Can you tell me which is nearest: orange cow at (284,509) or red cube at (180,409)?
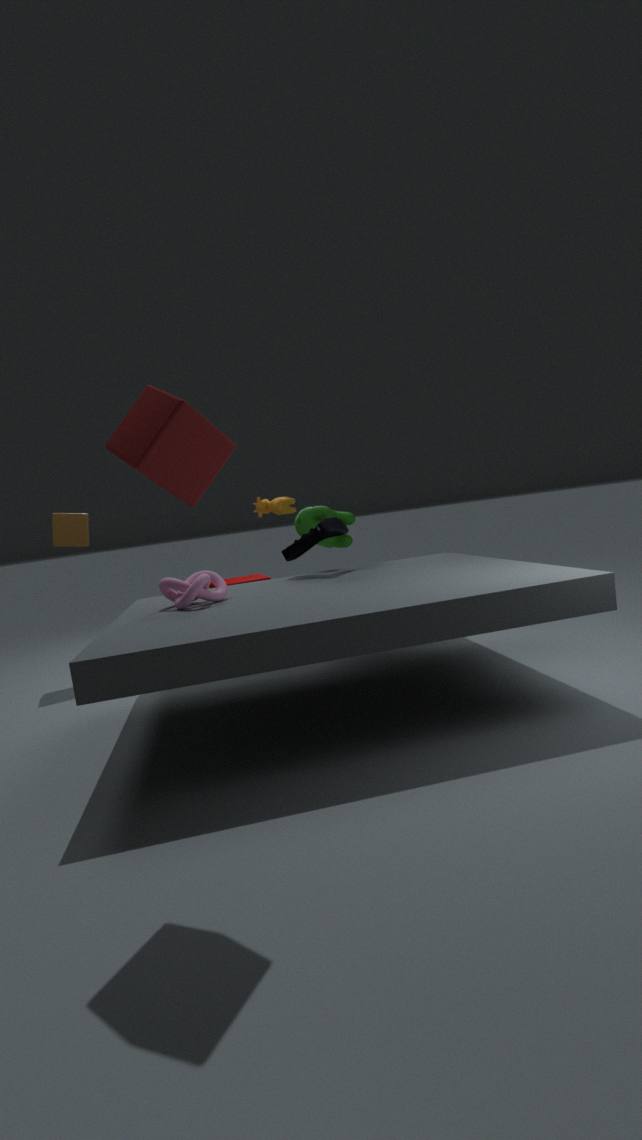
red cube at (180,409)
